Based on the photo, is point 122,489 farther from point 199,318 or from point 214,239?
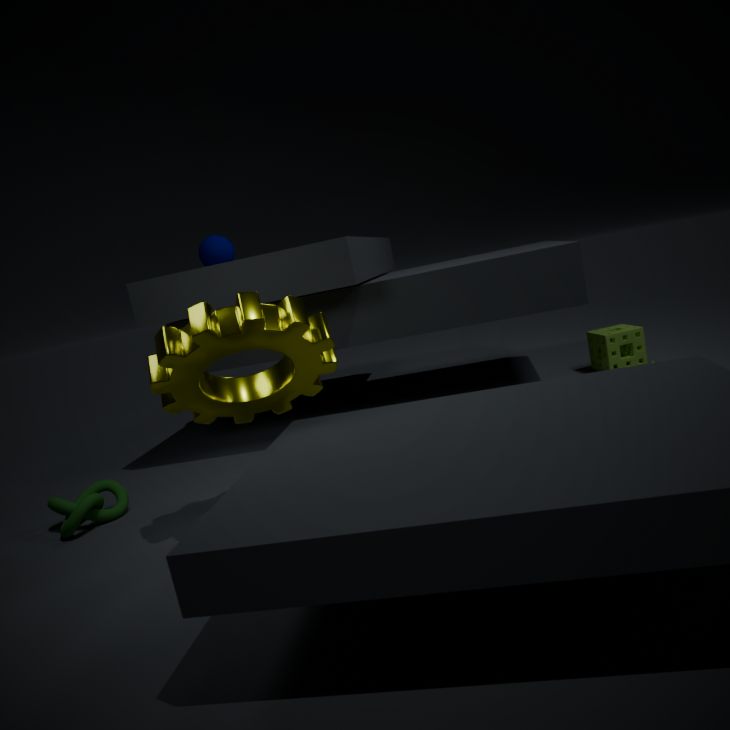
point 214,239
